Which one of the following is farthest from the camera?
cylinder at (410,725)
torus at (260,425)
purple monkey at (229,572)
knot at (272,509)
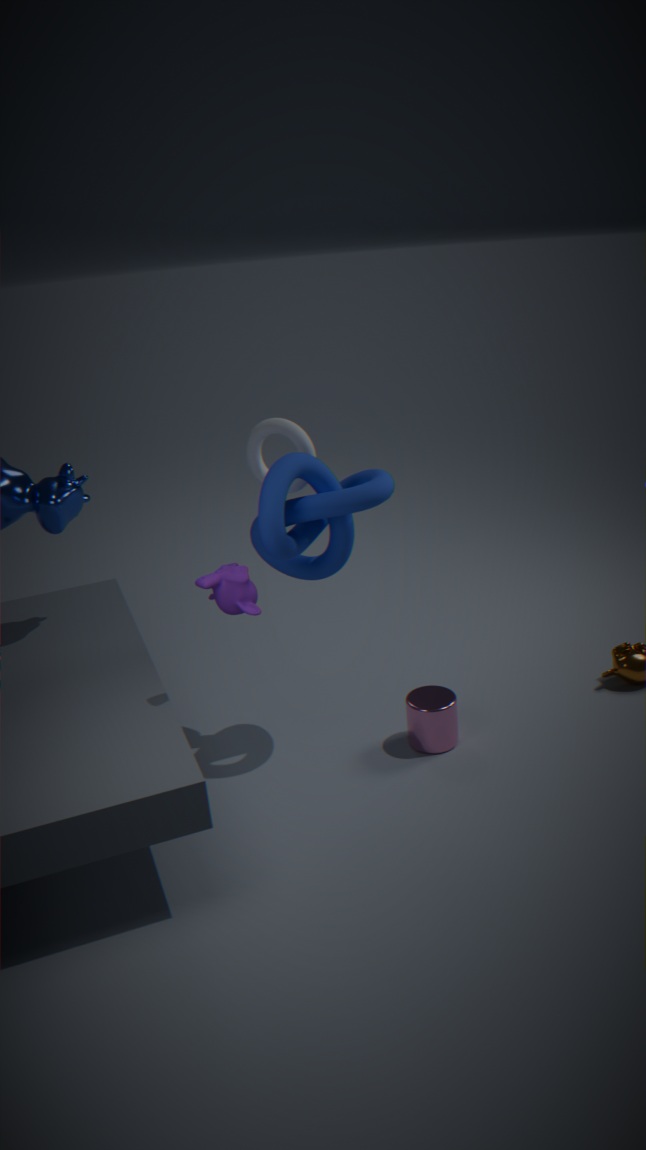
cylinder at (410,725)
